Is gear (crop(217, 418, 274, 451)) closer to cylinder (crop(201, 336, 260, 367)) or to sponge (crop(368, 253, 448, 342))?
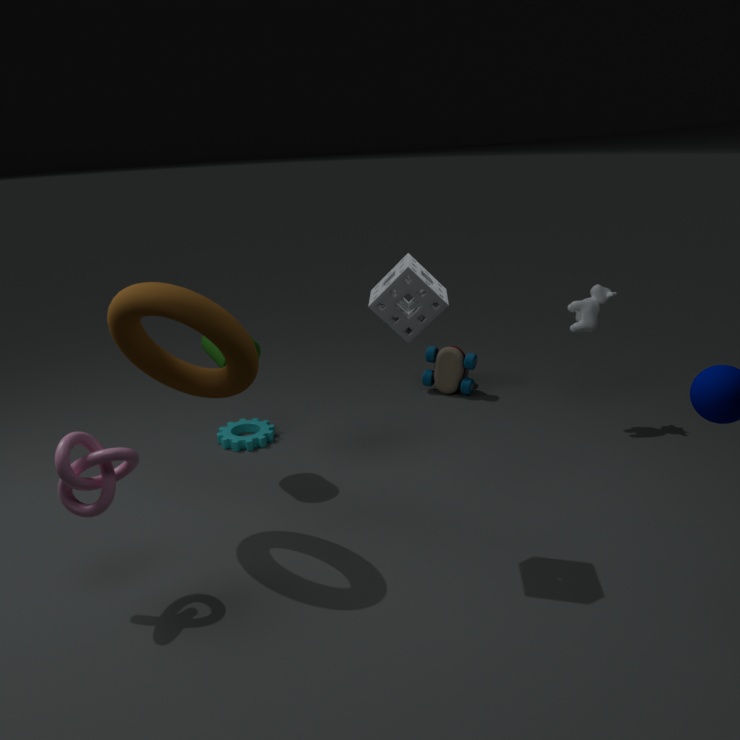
cylinder (crop(201, 336, 260, 367))
